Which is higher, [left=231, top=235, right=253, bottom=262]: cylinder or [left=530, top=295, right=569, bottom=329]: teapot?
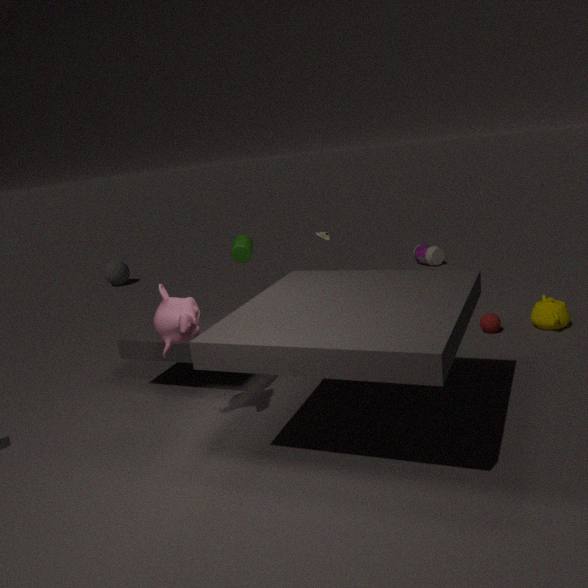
[left=231, top=235, right=253, bottom=262]: cylinder
